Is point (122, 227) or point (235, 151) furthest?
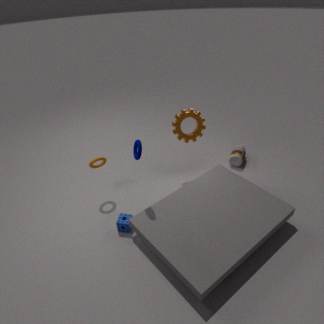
point (235, 151)
